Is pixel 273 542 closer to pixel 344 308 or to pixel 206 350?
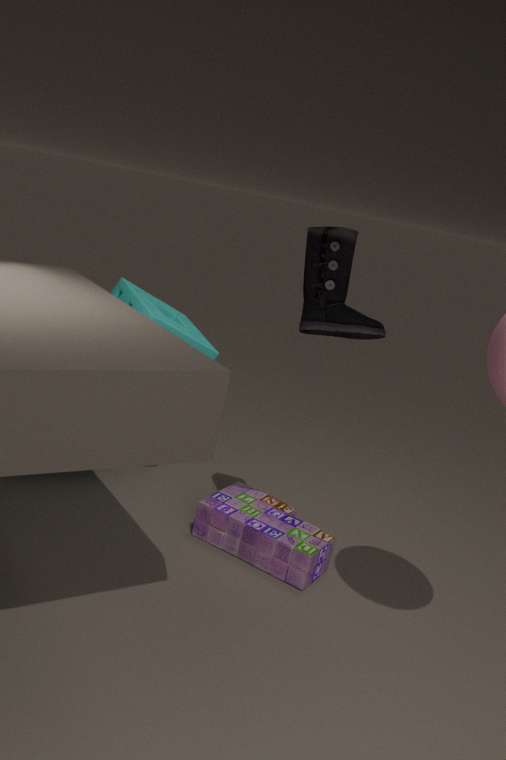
pixel 206 350
